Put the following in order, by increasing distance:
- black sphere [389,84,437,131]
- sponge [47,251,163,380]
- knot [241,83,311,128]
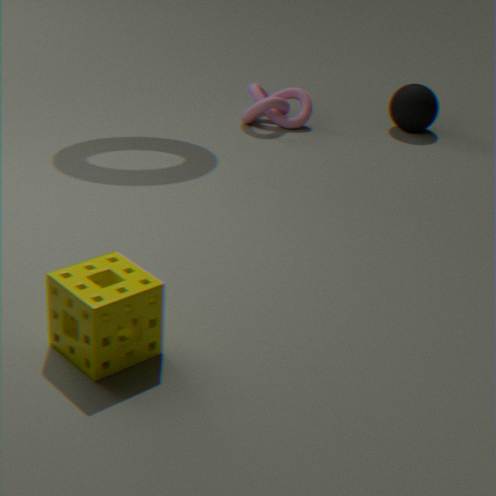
1. sponge [47,251,163,380]
2. knot [241,83,311,128]
3. black sphere [389,84,437,131]
